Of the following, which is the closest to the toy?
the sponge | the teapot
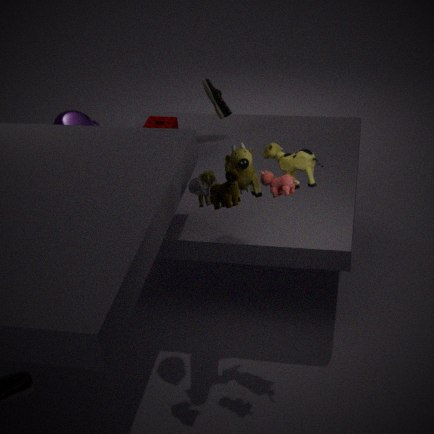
the sponge
